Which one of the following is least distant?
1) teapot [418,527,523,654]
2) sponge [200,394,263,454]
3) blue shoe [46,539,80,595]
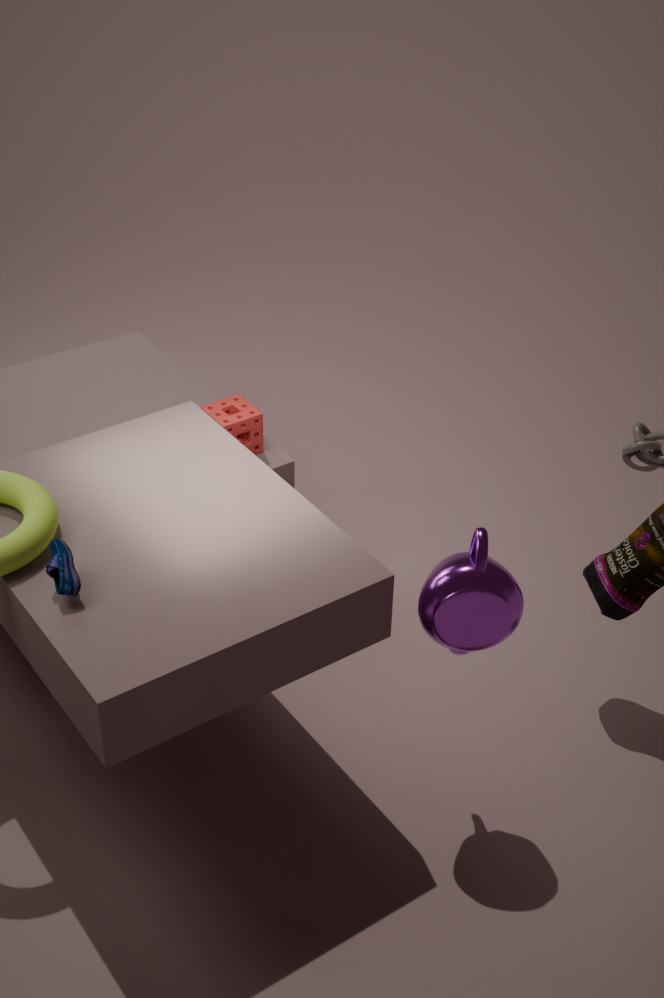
3. blue shoe [46,539,80,595]
